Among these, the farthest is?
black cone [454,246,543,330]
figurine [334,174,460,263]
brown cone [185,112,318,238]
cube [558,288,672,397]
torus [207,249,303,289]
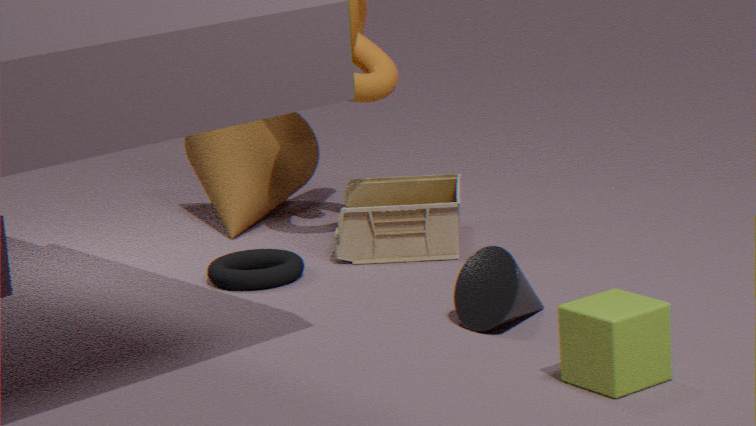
brown cone [185,112,318,238]
